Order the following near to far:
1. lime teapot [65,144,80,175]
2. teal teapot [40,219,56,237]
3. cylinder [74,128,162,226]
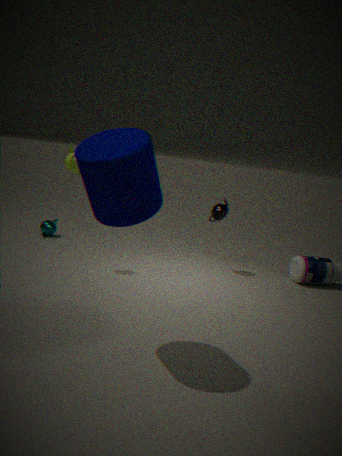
cylinder [74,128,162,226] → lime teapot [65,144,80,175] → teal teapot [40,219,56,237]
